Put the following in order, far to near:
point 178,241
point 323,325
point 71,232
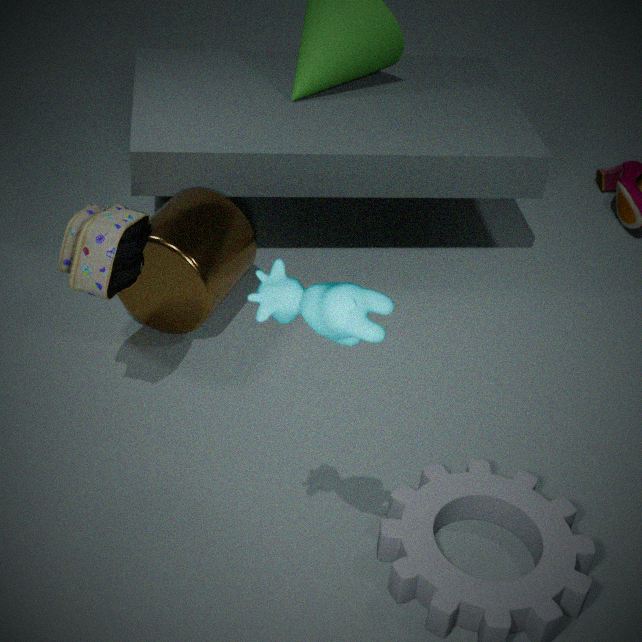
point 178,241 → point 71,232 → point 323,325
